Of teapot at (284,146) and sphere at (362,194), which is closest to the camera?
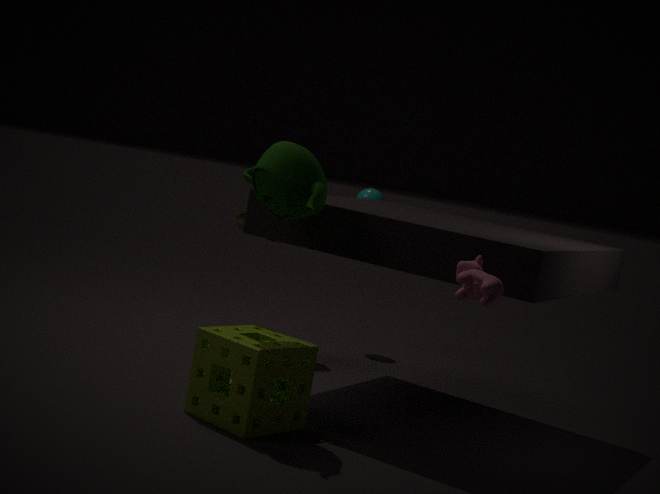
teapot at (284,146)
